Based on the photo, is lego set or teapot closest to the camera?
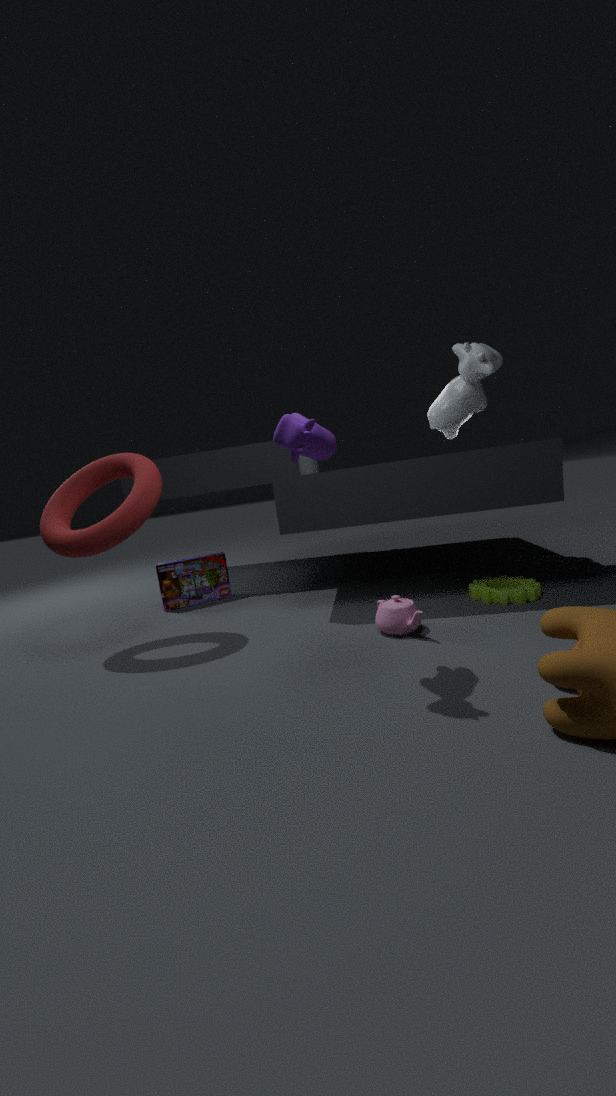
teapot
